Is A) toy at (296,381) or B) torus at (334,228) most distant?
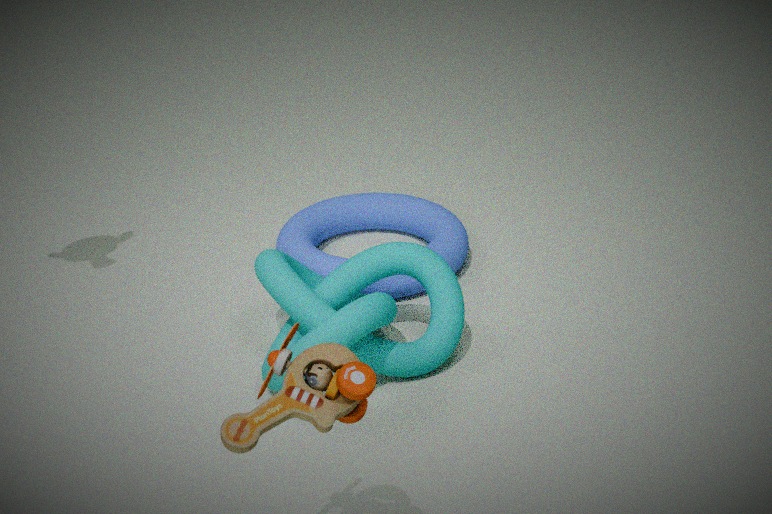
B. torus at (334,228)
